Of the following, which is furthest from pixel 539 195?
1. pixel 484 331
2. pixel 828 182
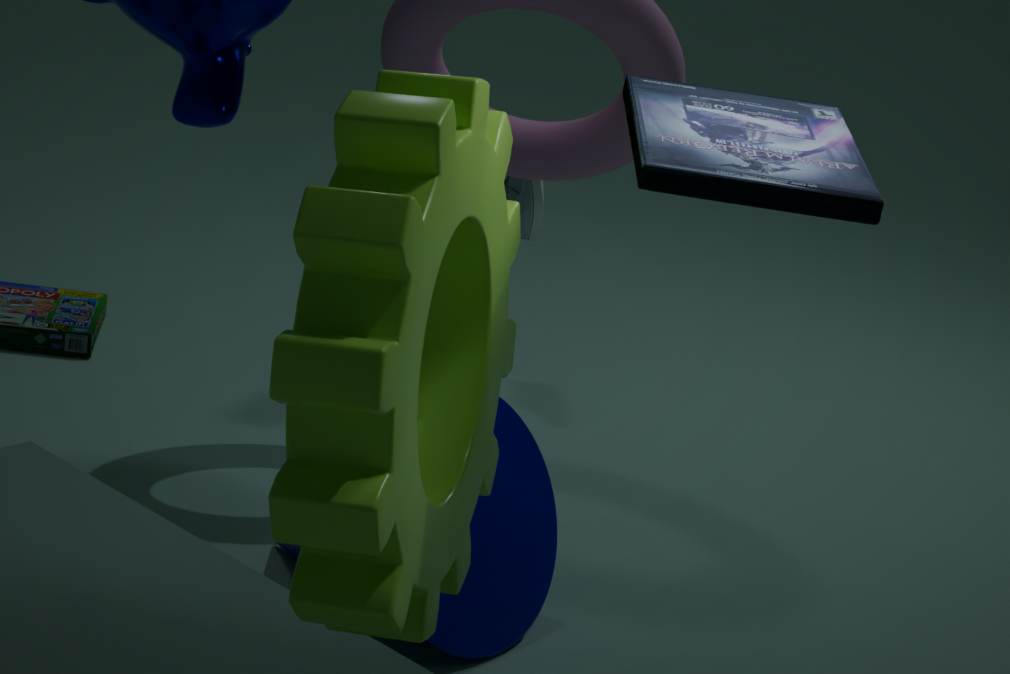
pixel 484 331
